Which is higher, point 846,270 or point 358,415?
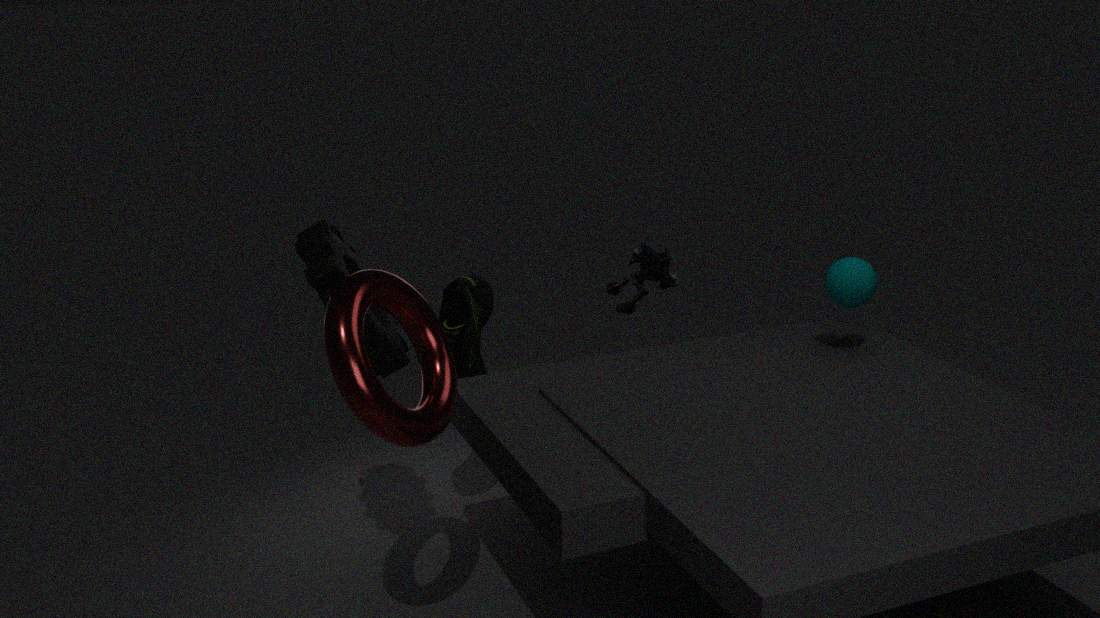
point 358,415
